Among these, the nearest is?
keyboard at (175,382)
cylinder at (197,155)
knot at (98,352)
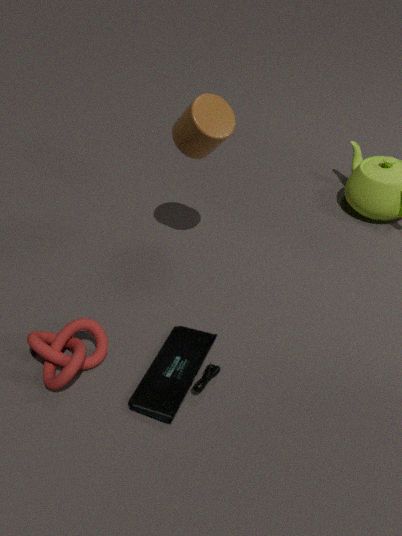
keyboard at (175,382)
